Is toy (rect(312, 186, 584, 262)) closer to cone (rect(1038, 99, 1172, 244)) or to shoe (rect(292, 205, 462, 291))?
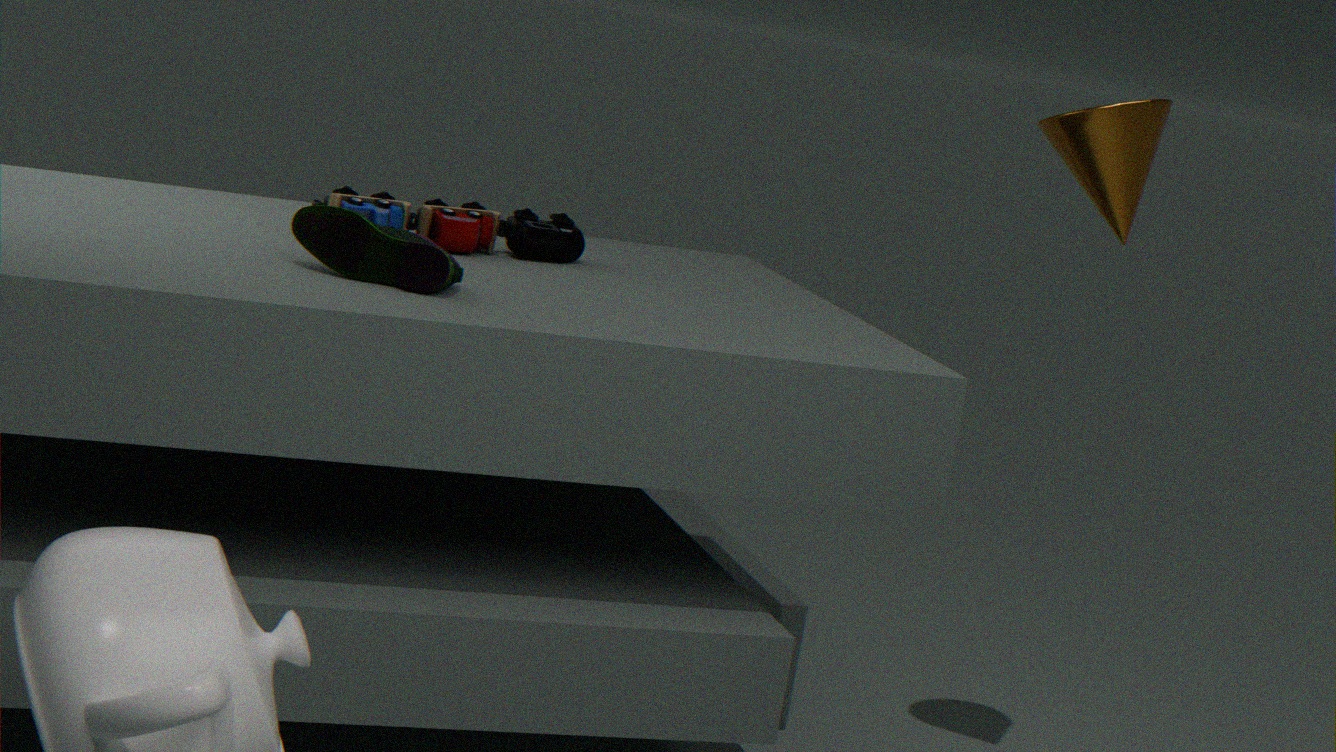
shoe (rect(292, 205, 462, 291))
